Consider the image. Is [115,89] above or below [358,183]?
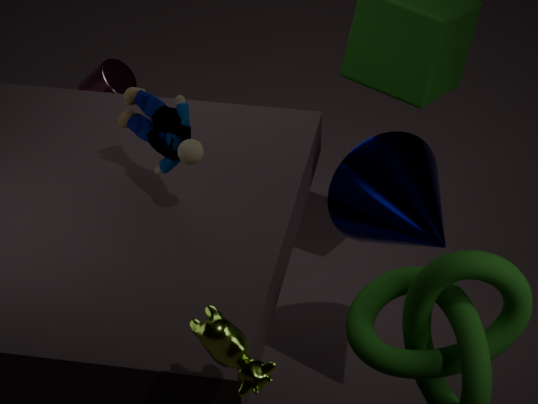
below
